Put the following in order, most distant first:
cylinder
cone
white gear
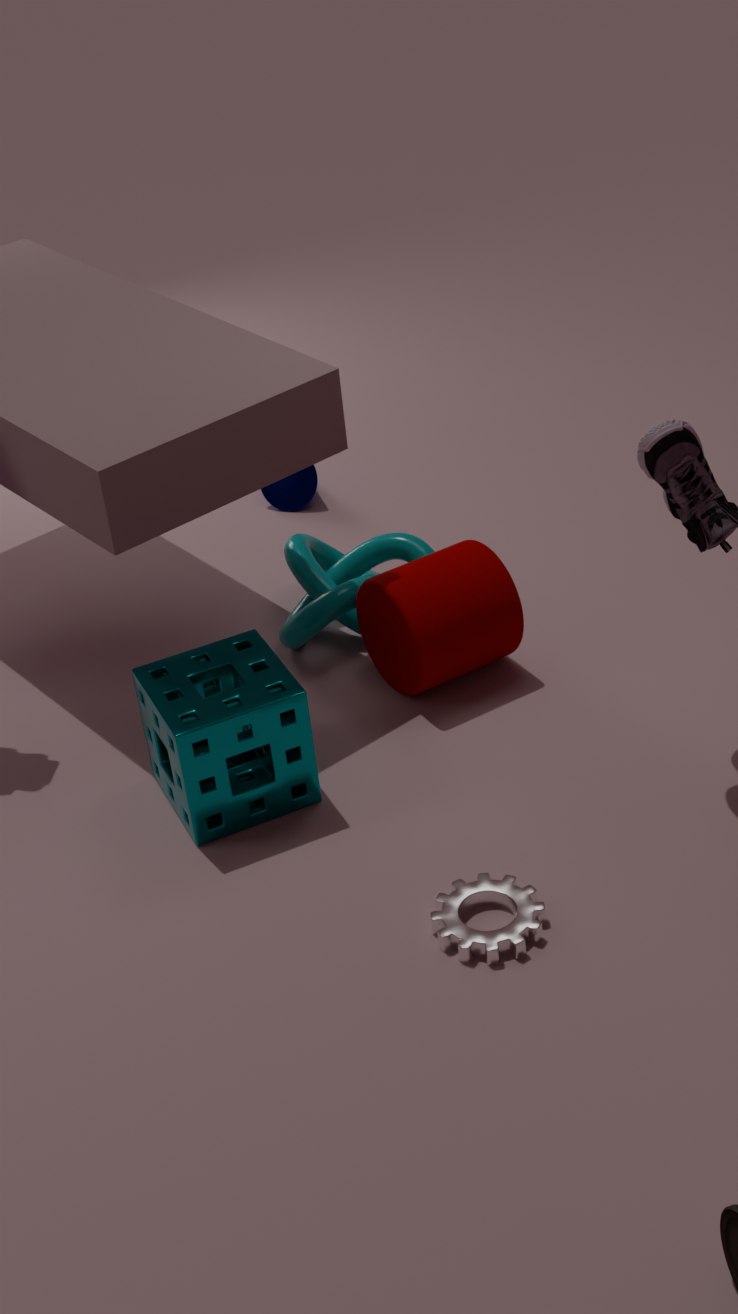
1. cone
2. cylinder
3. white gear
